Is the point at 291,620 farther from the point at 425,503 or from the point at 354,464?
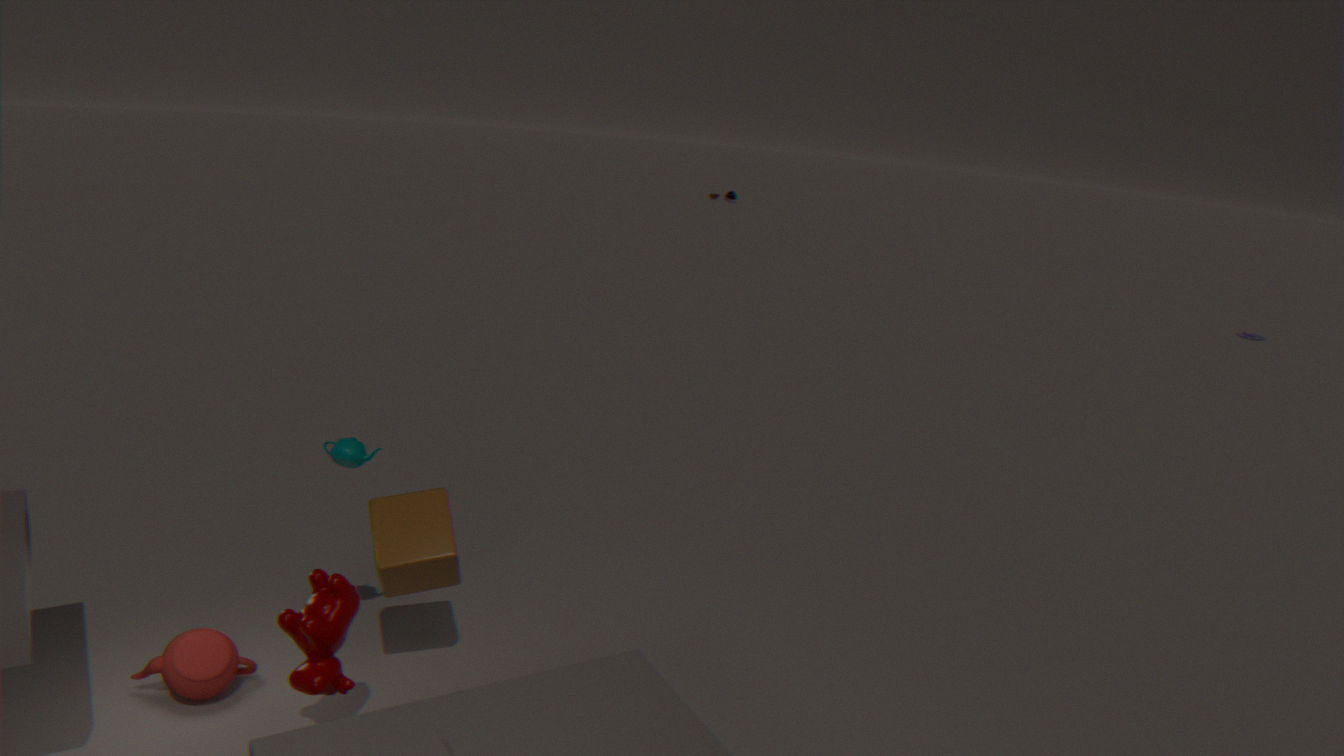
the point at 354,464
